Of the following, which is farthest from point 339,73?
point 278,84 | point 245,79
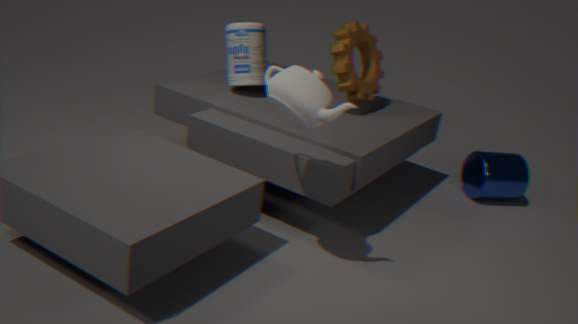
point 278,84
